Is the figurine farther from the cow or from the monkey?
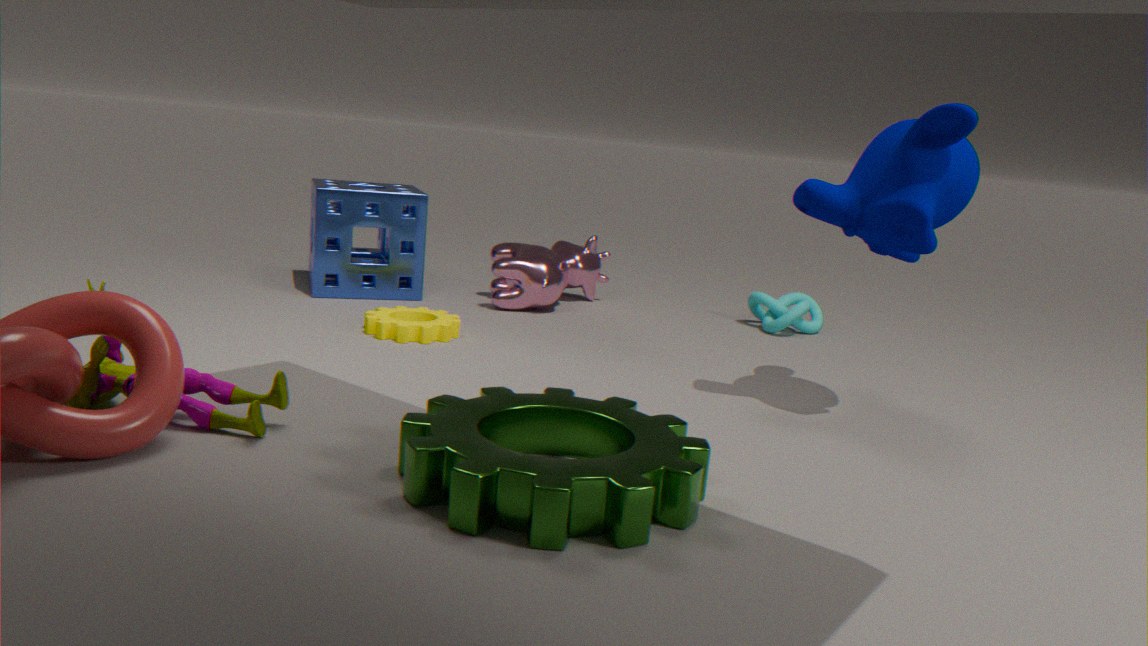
the cow
